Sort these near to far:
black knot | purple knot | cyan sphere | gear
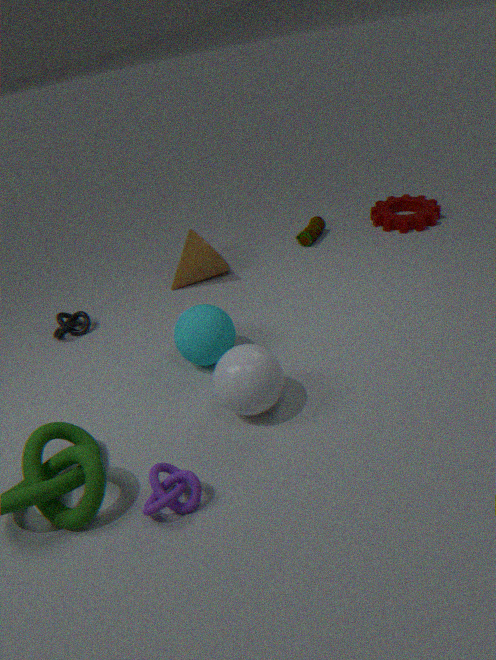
purple knot < cyan sphere < black knot < gear
